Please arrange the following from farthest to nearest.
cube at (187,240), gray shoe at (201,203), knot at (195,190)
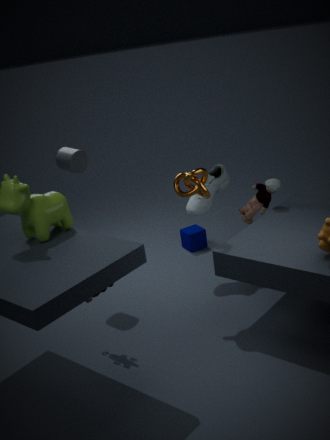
cube at (187,240) → gray shoe at (201,203) → knot at (195,190)
